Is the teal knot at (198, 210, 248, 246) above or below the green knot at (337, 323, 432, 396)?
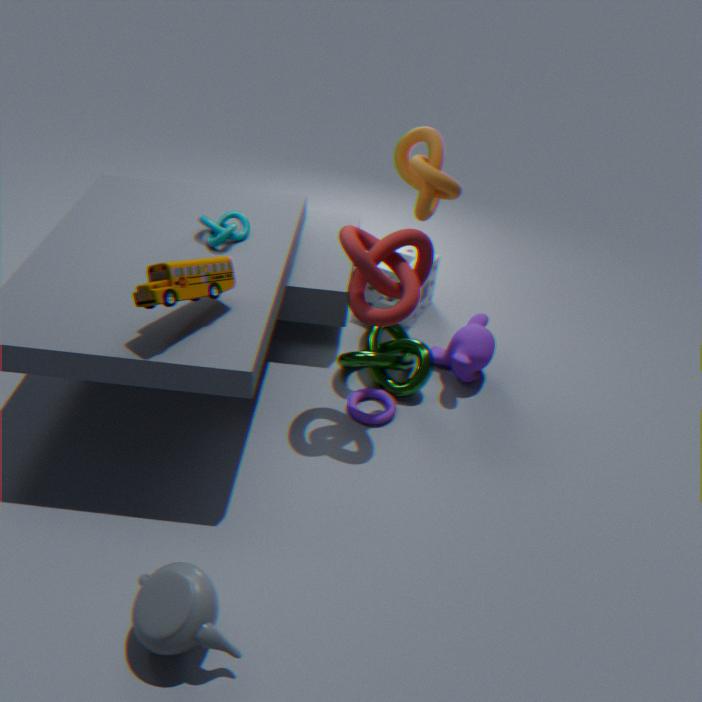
above
